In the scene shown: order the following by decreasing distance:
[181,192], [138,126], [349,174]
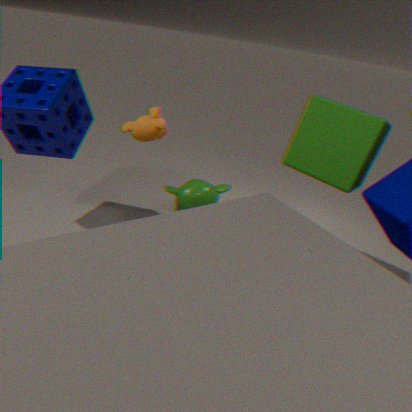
1. [181,192]
2. [138,126]
3. [349,174]
